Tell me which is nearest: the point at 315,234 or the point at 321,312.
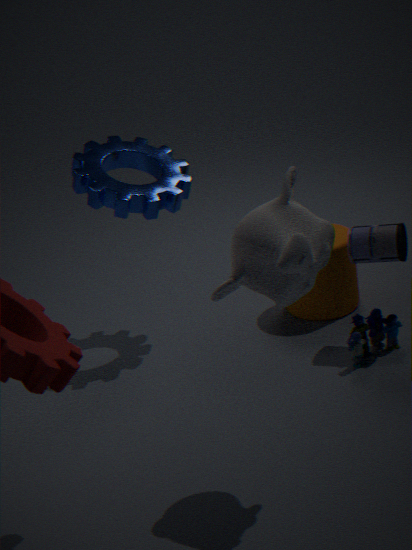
the point at 315,234
